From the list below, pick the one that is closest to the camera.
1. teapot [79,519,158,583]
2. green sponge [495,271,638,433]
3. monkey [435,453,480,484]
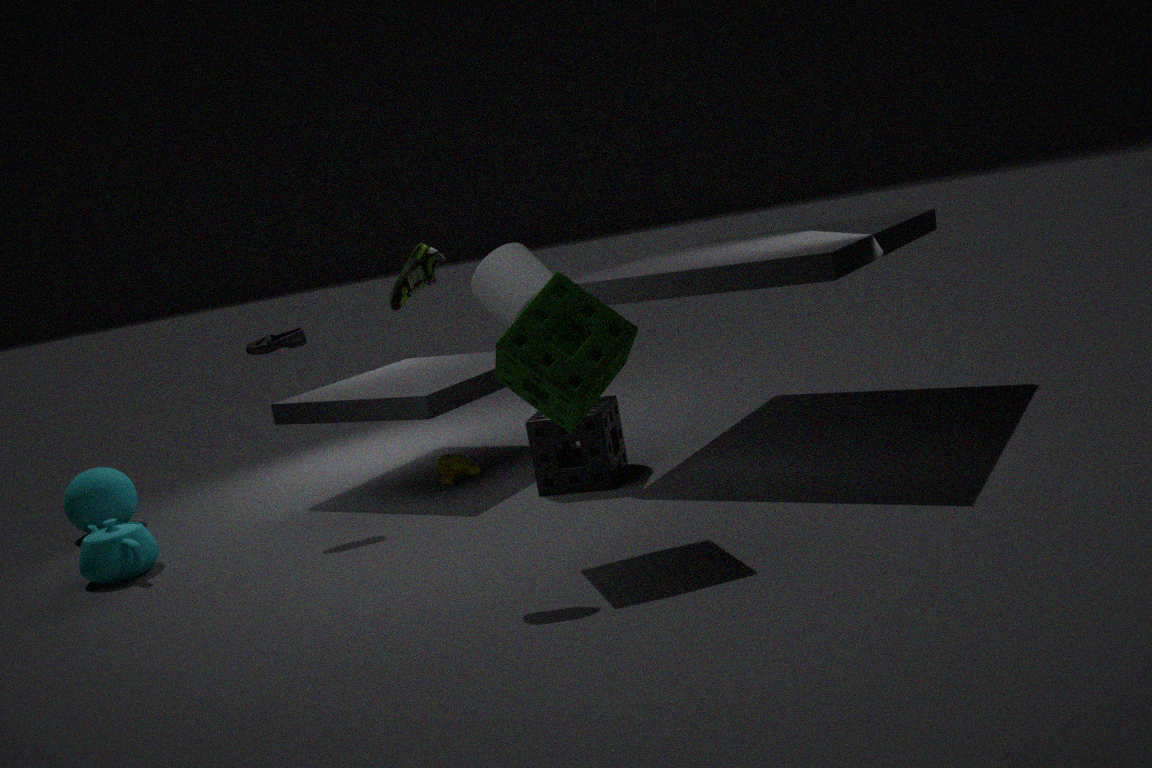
green sponge [495,271,638,433]
